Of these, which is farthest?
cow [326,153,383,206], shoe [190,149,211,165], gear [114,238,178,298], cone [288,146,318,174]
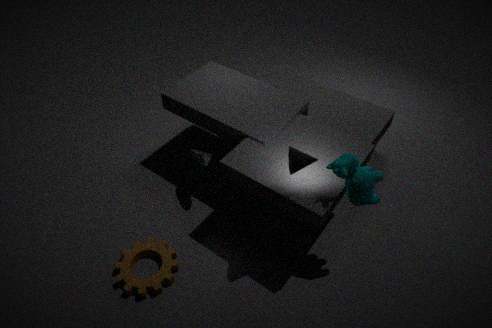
shoe [190,149,211,165]
